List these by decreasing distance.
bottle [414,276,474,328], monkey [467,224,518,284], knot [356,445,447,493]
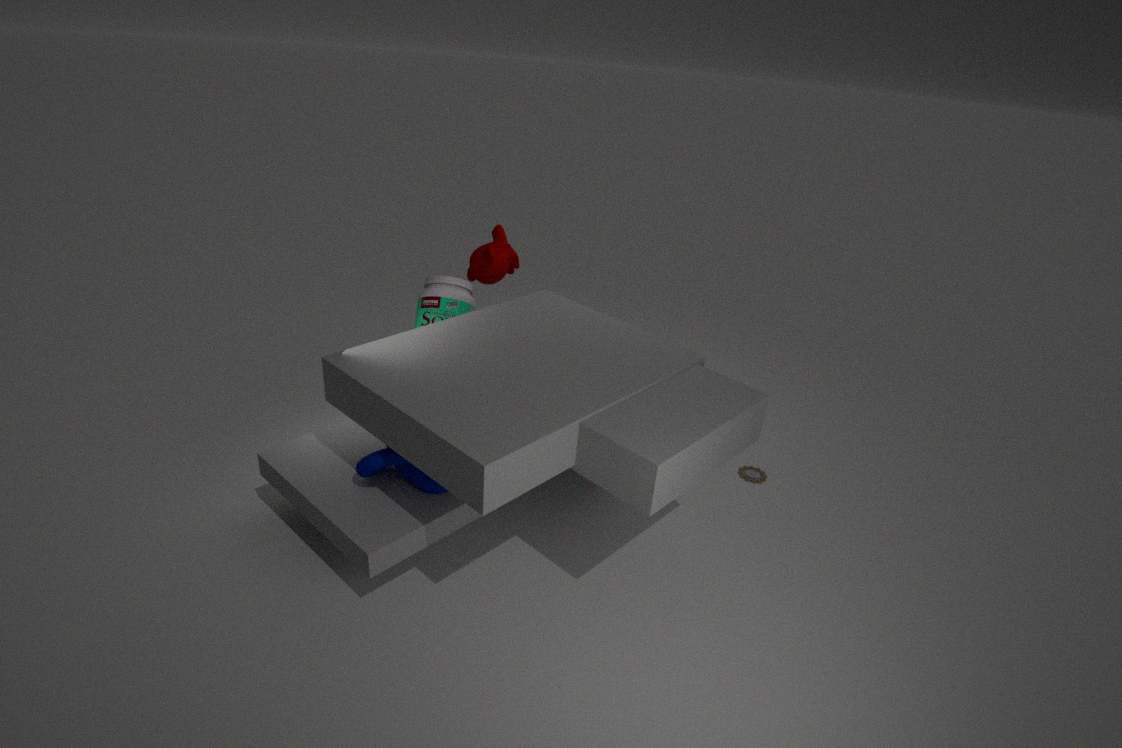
1. monkey [467,224,518,284]
2. bottle [414,276,474,328]
3. knot [356,445,447,493]
